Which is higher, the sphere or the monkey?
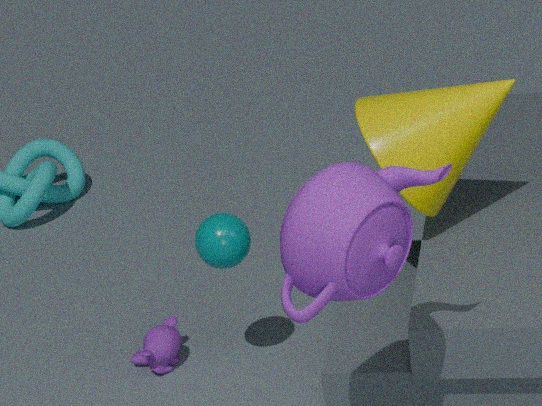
the sphere
